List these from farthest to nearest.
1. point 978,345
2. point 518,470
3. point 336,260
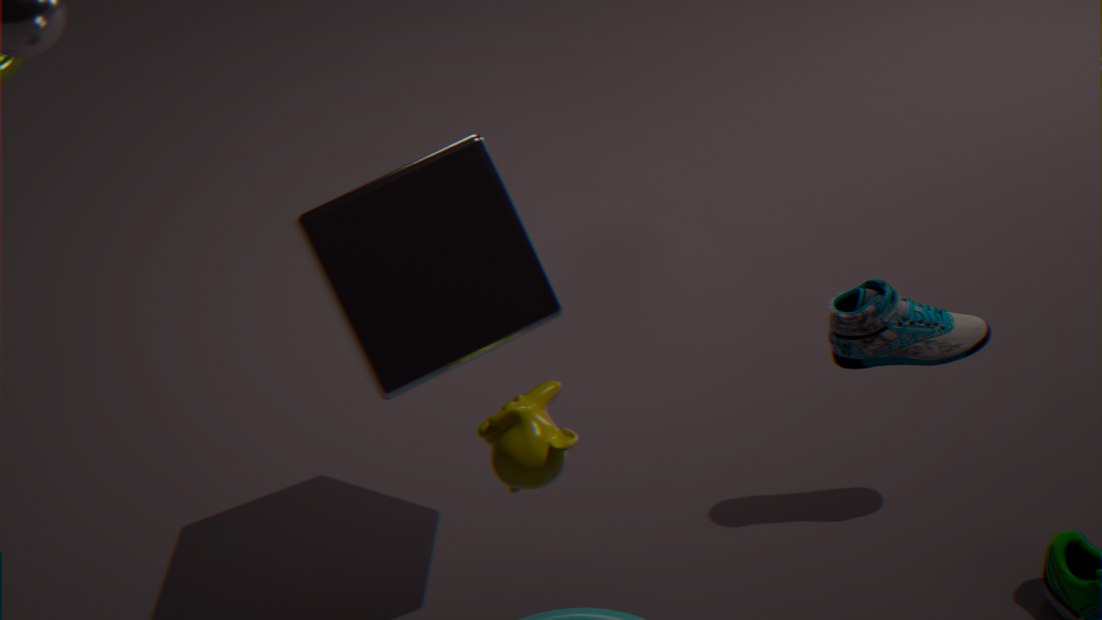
point 978,345
point 336,260
point 518,470
